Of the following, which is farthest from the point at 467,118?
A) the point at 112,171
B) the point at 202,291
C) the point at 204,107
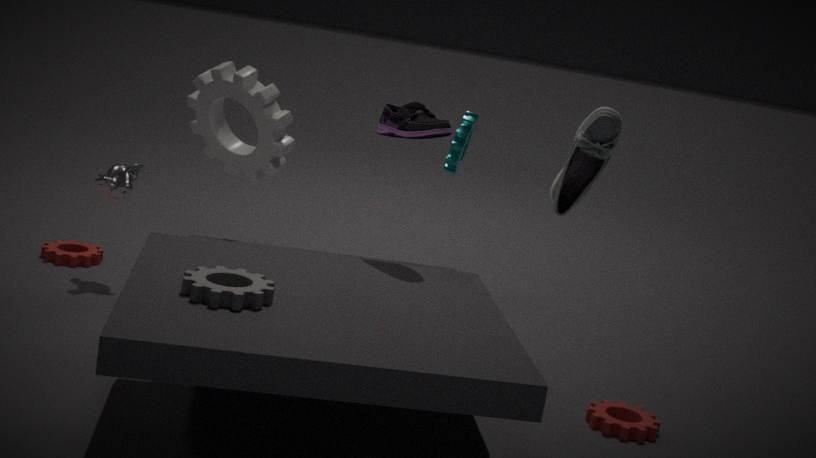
the point at 202,291
